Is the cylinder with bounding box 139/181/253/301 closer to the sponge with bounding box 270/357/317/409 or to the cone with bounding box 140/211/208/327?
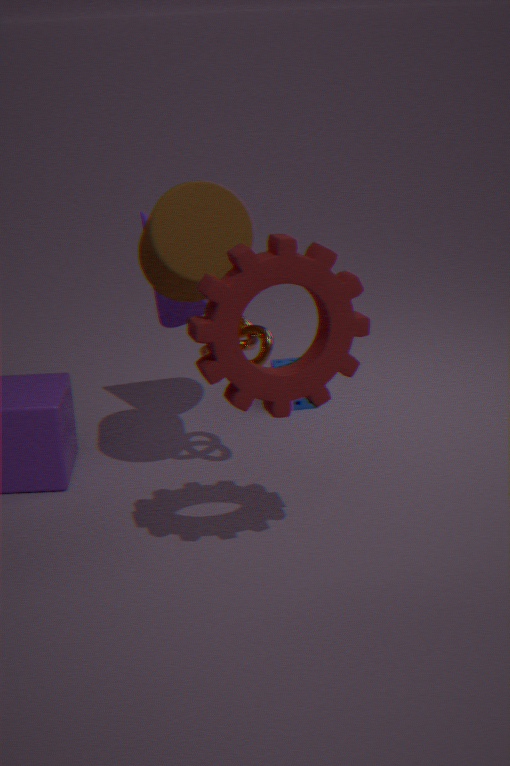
the cone with bounding box 140/211/208/327
